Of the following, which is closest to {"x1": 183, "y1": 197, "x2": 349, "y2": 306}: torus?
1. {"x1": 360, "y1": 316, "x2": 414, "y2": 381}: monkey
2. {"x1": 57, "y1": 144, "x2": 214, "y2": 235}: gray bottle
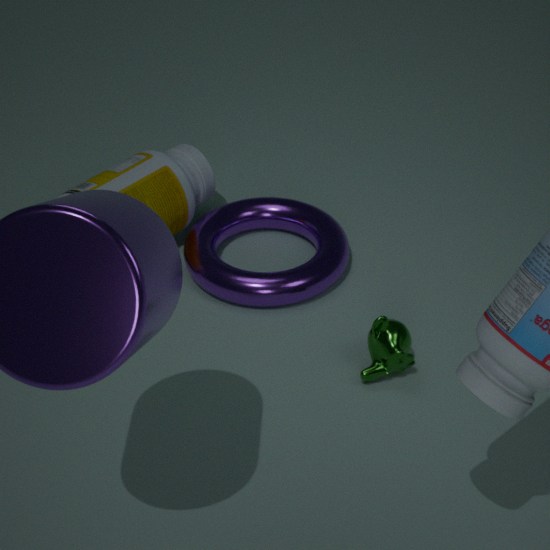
{"x1": 57, "y1": 144, "x2": 214, "y2": 235}: gray bottle
